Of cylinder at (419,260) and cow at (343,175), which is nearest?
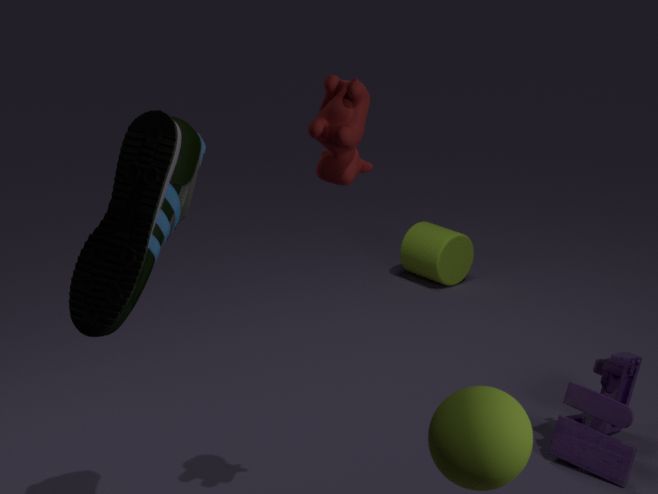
cow at (343,175)
